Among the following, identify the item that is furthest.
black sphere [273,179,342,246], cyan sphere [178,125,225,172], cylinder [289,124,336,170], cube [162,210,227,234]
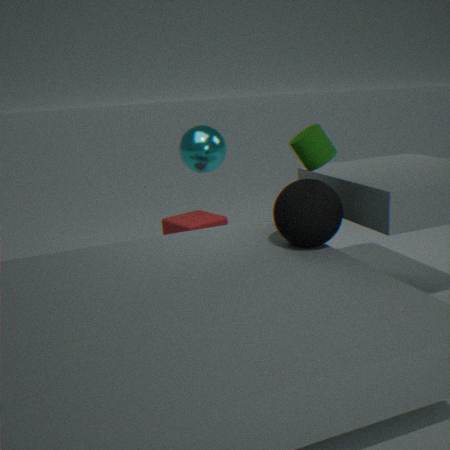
cyan sphere [178,125,225,172]
